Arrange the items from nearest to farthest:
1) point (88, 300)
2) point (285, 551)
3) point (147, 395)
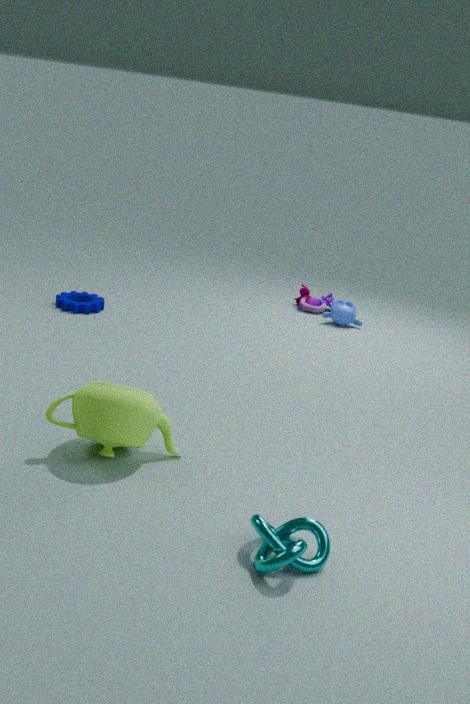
1. 2. point (285, 551)
2. 3. point (147, 395)
3. 1. point (88, 300)
